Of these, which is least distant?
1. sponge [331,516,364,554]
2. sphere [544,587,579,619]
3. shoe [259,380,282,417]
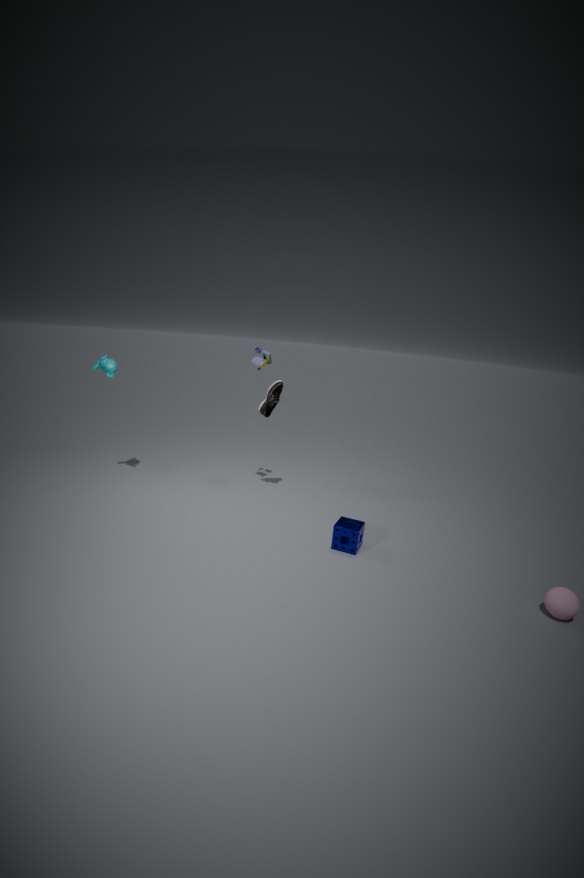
sphere [544,587,579,619]
